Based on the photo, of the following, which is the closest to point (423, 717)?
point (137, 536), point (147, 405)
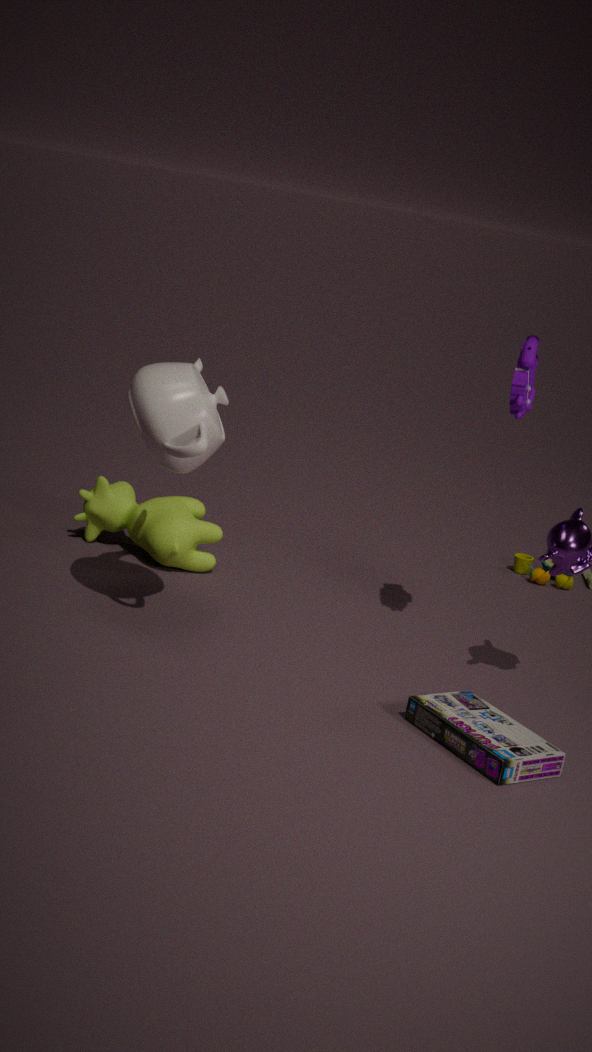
point (147, 405)
